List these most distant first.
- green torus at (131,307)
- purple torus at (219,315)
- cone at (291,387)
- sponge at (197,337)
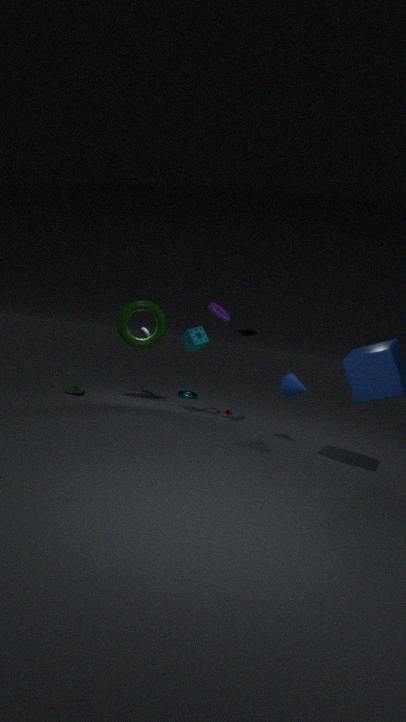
green torus at (131,307) < sponge at (197,337) < purple torus at (219,315) < cone at (291,387)
